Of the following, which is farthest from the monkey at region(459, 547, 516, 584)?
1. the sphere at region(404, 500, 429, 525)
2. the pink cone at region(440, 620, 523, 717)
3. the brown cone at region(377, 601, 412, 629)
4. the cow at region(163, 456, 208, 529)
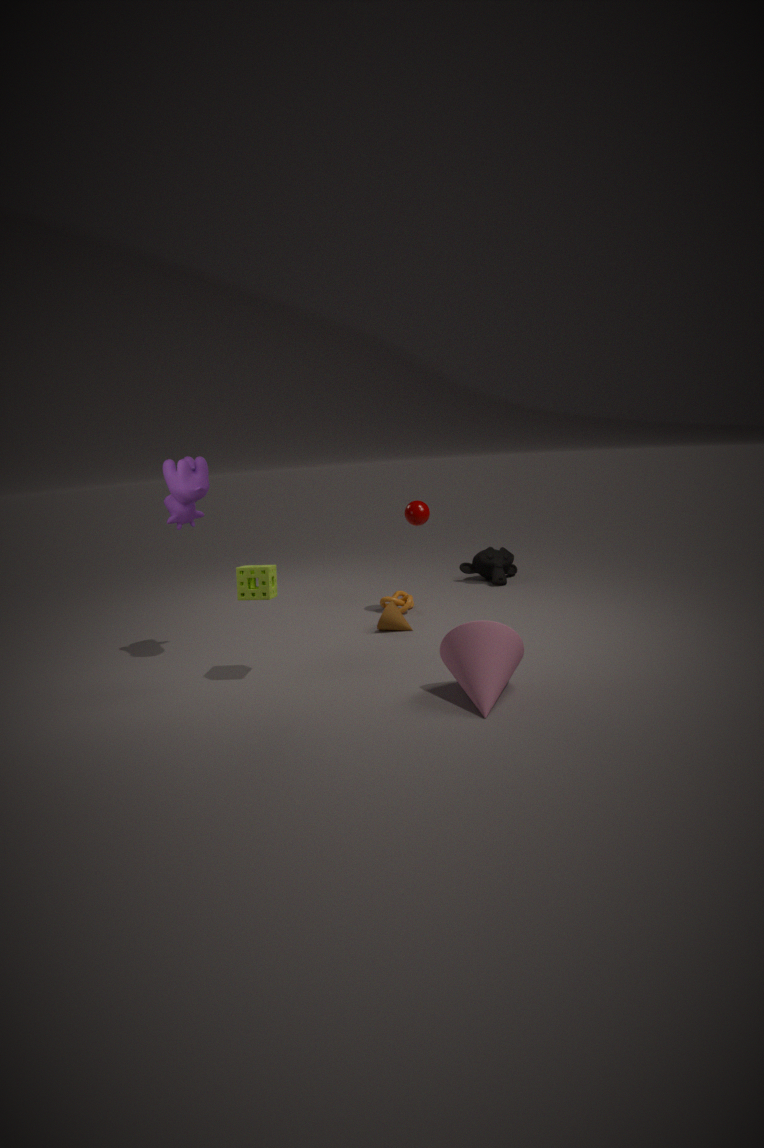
the cow at region(163, 456, 208, 529)
